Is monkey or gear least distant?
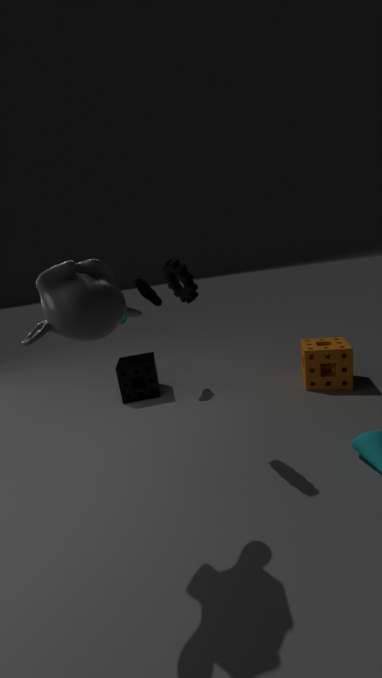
monkey
